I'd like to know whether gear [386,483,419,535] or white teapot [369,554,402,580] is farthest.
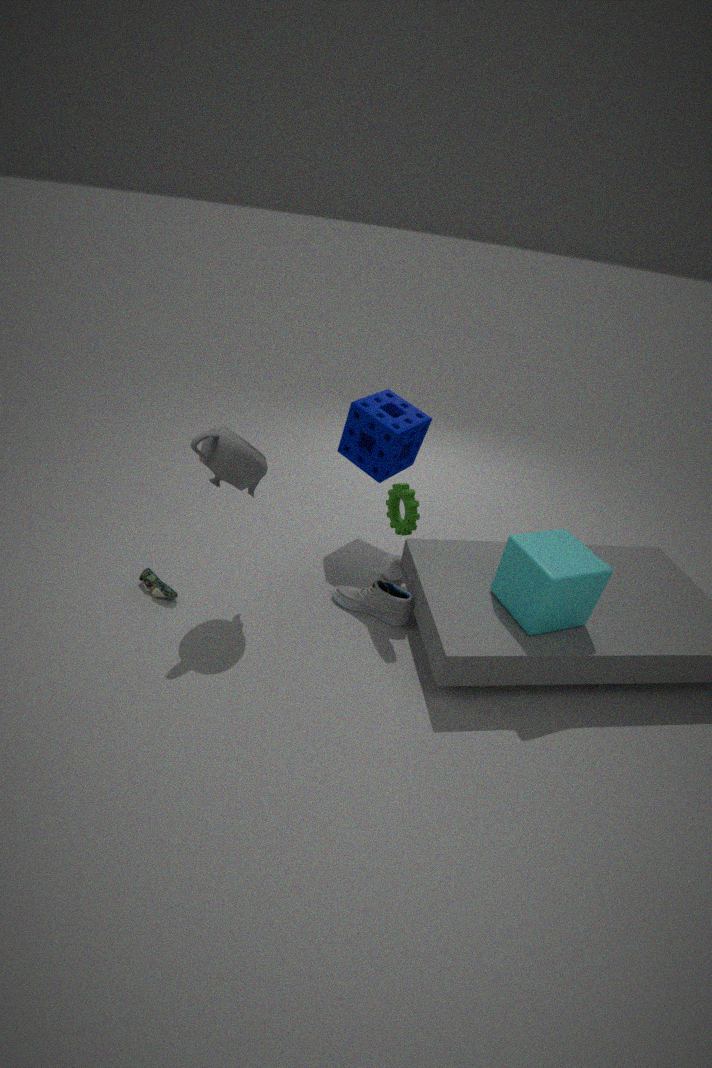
white teapot [369,554,402,580]
